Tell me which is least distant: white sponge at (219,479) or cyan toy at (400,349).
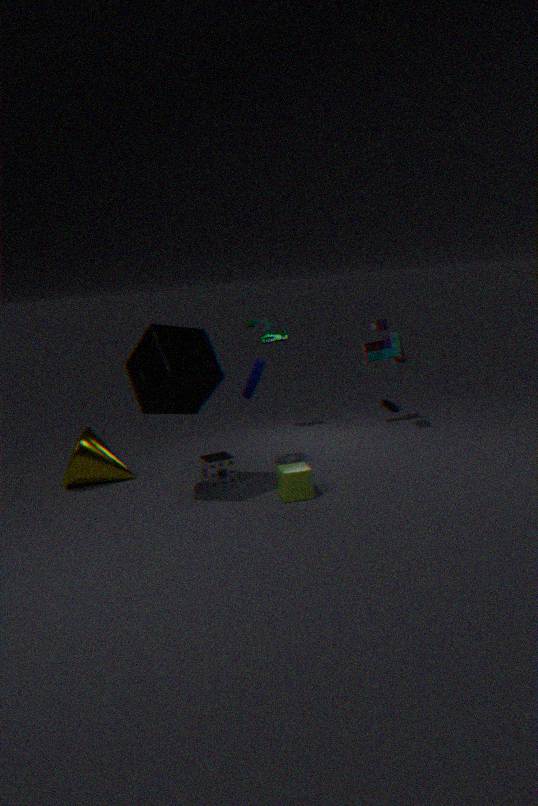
white sponge at (219,479)
